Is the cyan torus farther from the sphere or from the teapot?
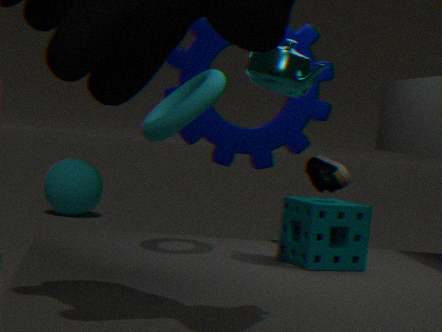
the sphere
